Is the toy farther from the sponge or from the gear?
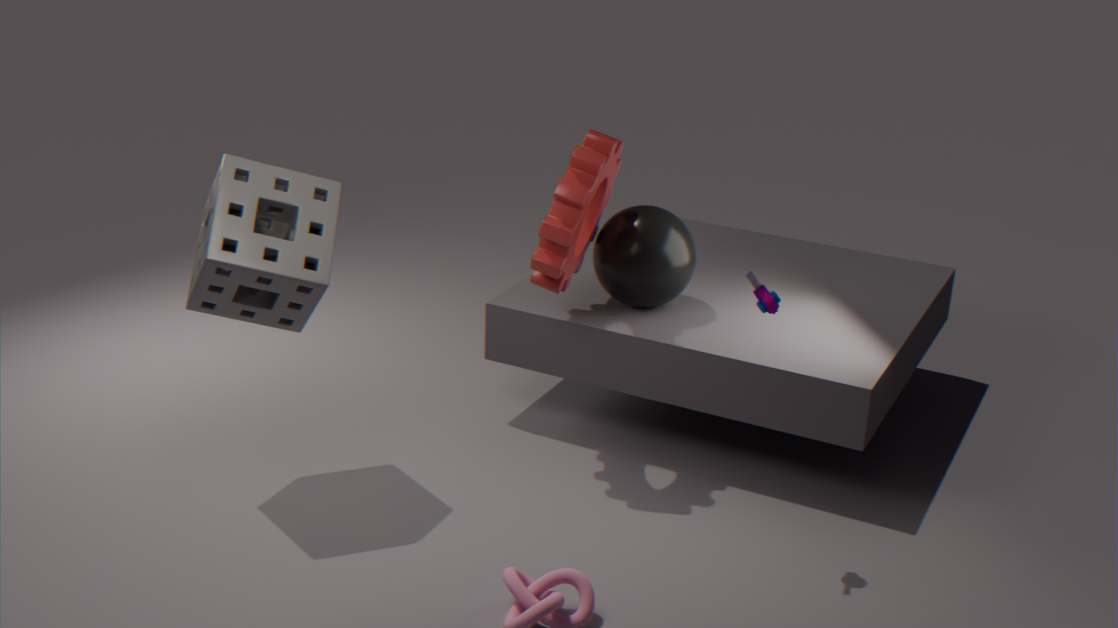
the sponge
